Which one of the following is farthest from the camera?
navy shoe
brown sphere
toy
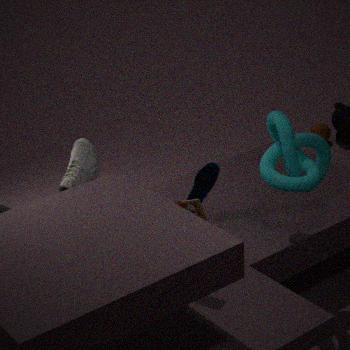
brown sphere
